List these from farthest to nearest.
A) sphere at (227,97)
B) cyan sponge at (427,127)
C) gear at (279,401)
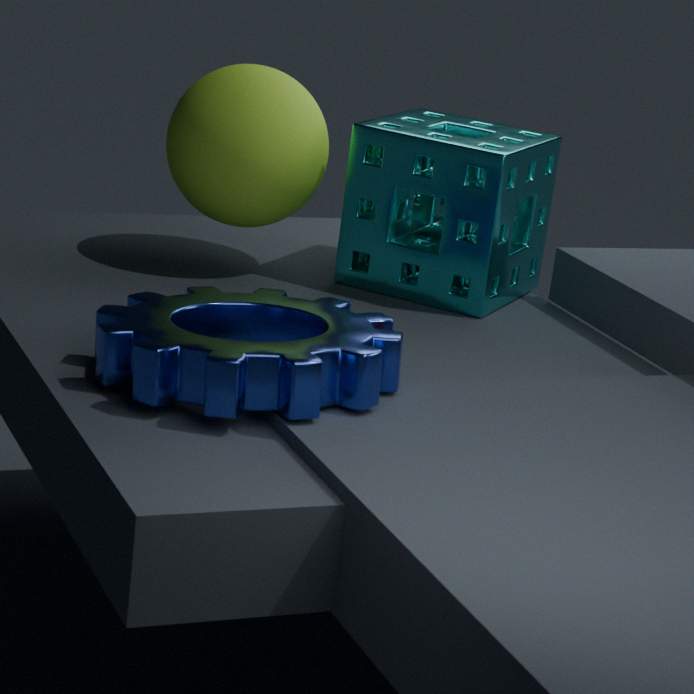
cyan sponge at (427,127)
sphere at (227,97)
gear at (279,401)
